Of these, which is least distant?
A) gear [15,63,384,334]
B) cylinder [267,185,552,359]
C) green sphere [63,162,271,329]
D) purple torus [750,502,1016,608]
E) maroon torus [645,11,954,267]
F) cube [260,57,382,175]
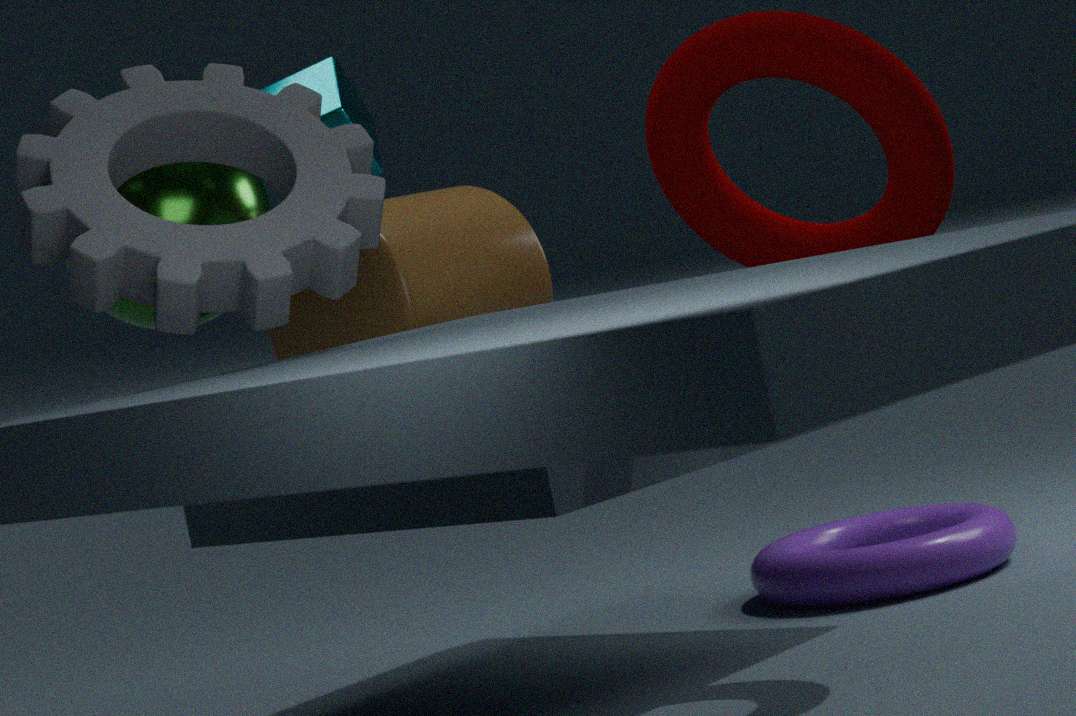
gear [15,63,384,334]
